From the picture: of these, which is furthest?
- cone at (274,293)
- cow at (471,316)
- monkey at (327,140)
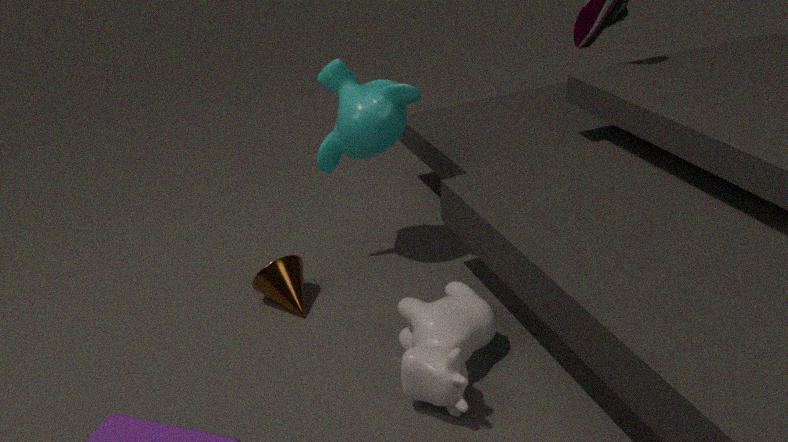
cone at (274,293)
